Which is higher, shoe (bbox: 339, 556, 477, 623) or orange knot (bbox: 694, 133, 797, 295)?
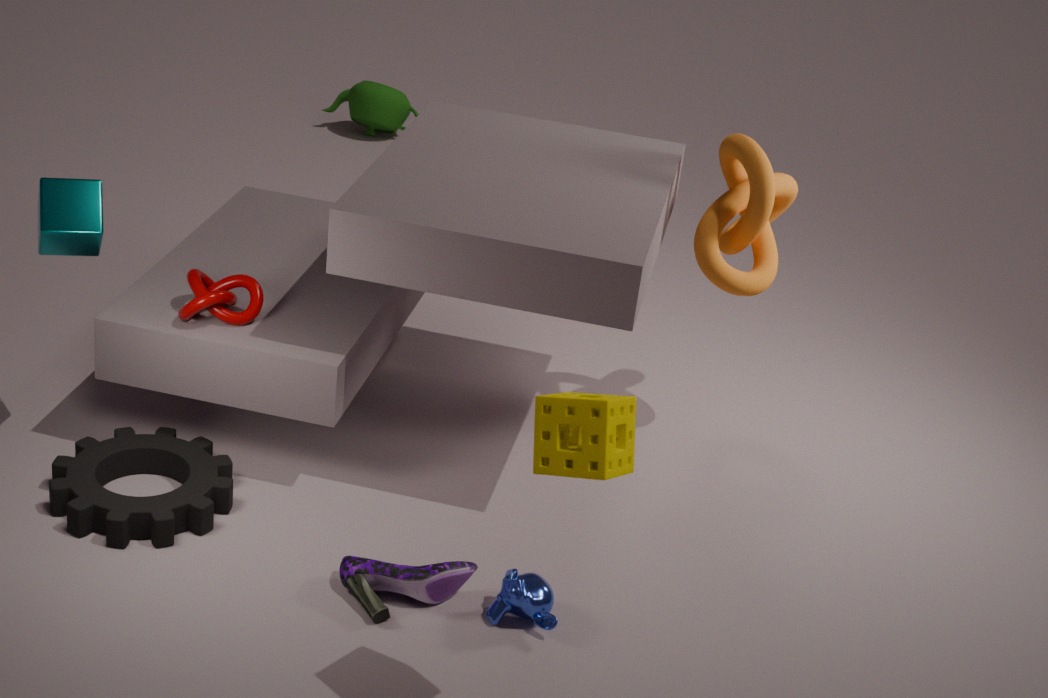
orange knot (bbox: 694, 133, 797, 295)
